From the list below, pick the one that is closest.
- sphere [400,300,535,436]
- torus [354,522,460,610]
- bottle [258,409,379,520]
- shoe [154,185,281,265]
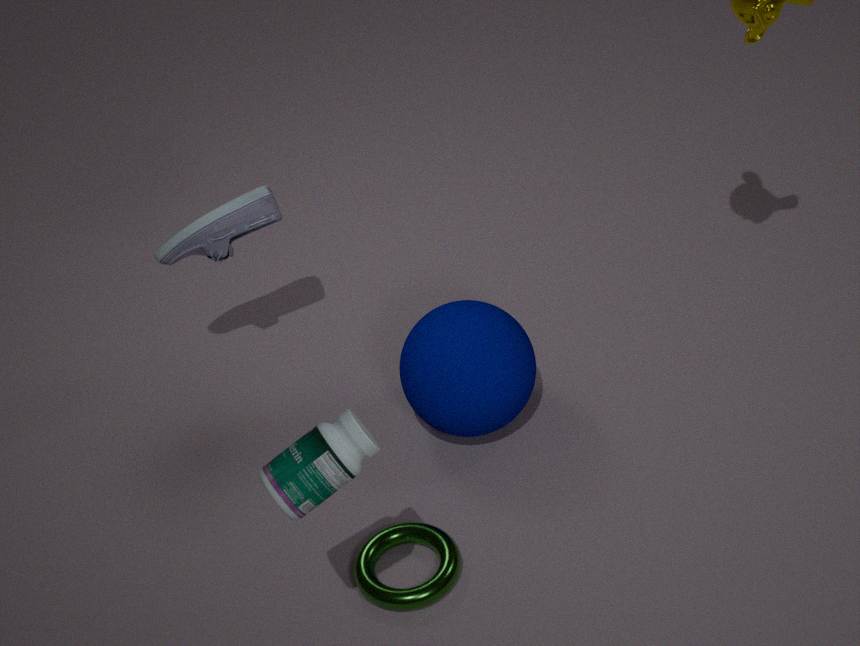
bottle [258,409,379,520]
